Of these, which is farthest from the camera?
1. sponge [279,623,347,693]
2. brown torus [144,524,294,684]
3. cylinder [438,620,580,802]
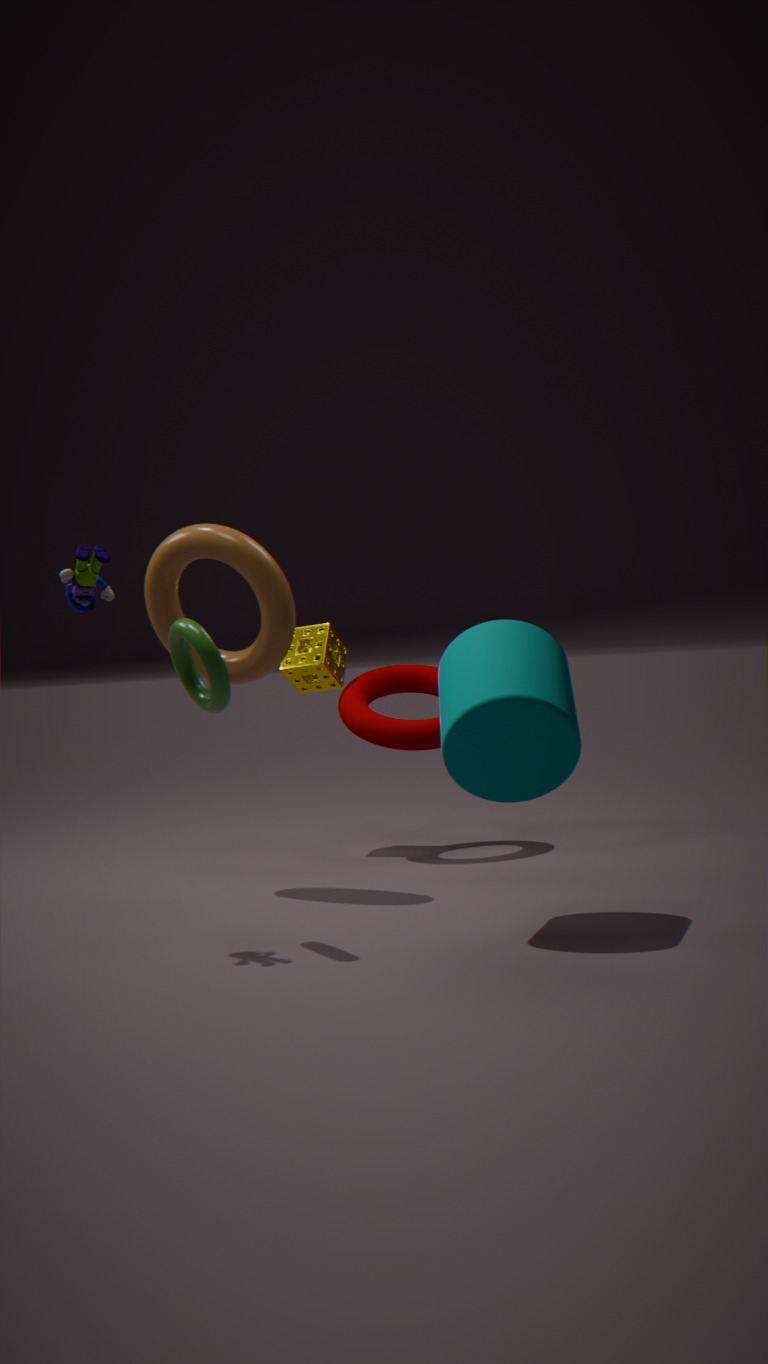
sponge [279,623,347,693]
